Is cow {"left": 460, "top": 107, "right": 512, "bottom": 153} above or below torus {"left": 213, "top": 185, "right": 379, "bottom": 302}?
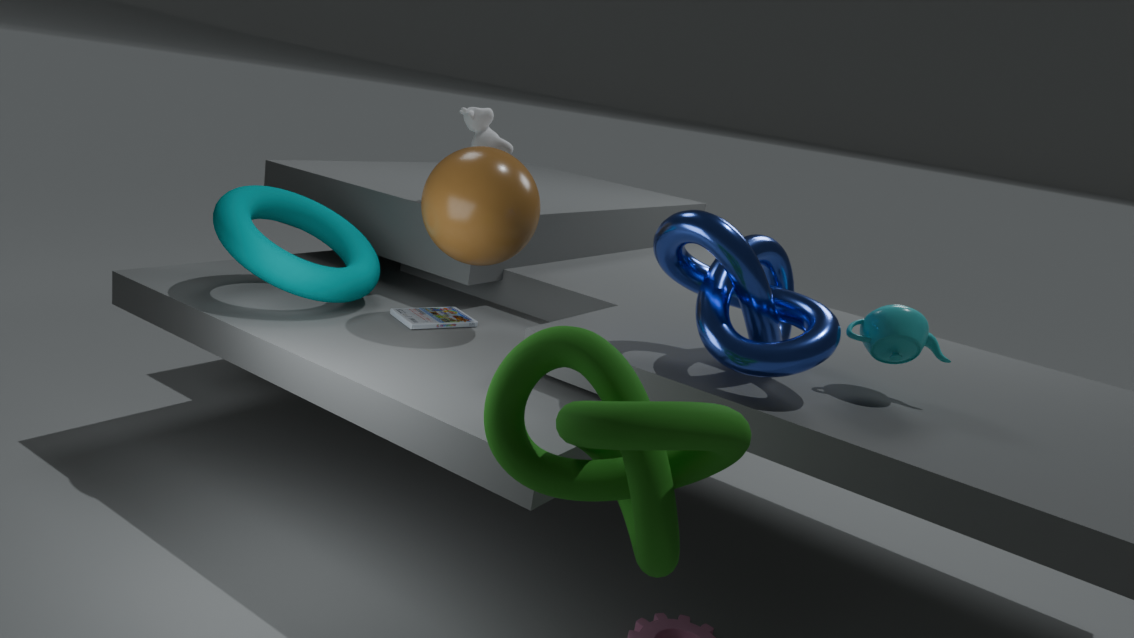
above
